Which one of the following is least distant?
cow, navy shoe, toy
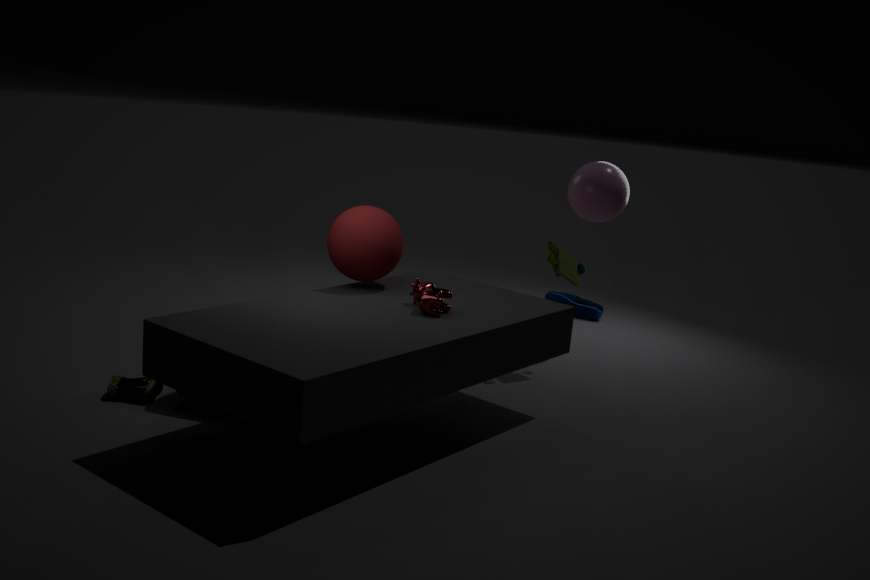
cow
